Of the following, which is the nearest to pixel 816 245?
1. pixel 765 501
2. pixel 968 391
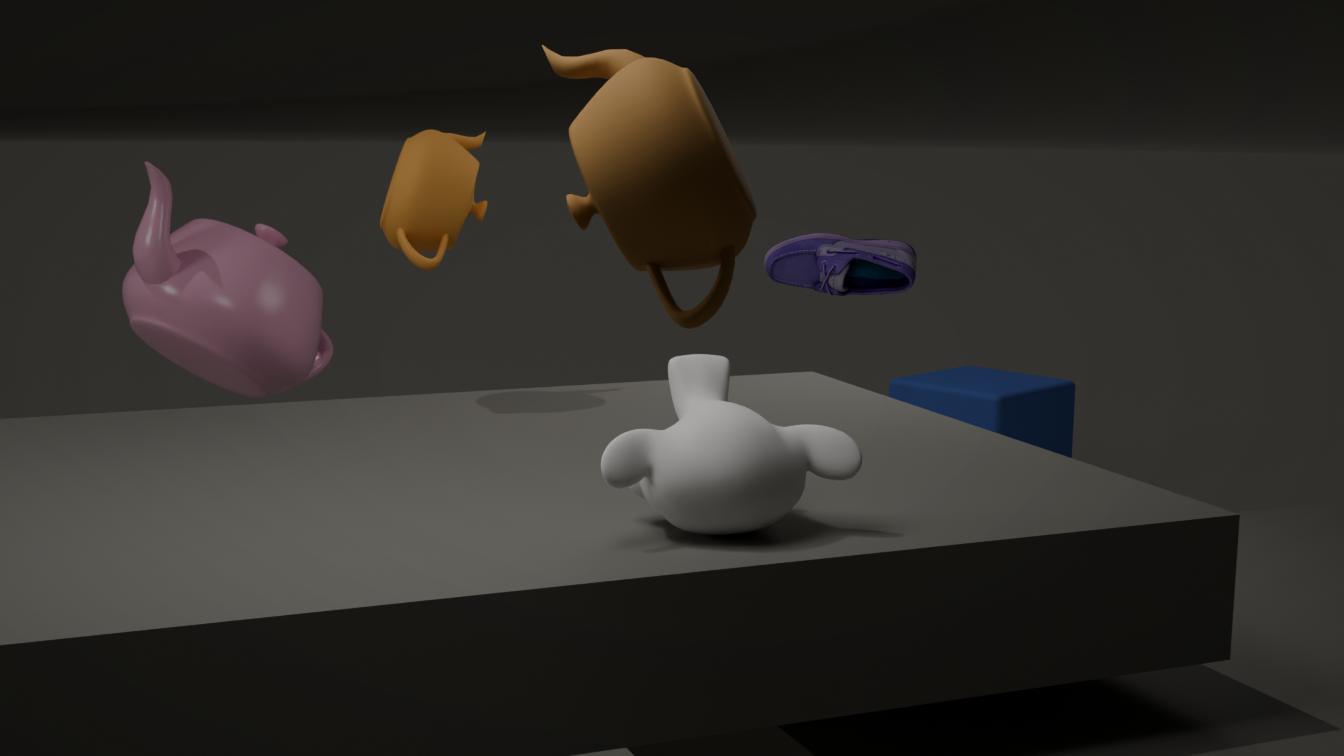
pixel 968 391
